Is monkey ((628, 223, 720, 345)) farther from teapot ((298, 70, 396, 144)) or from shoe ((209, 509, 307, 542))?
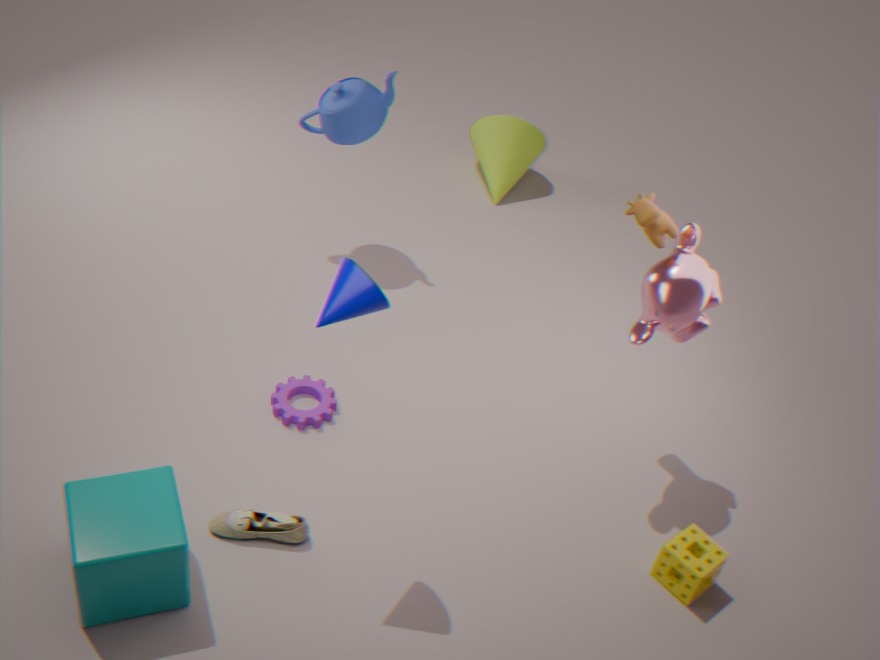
teapot ((298, 70, 396, 144))
